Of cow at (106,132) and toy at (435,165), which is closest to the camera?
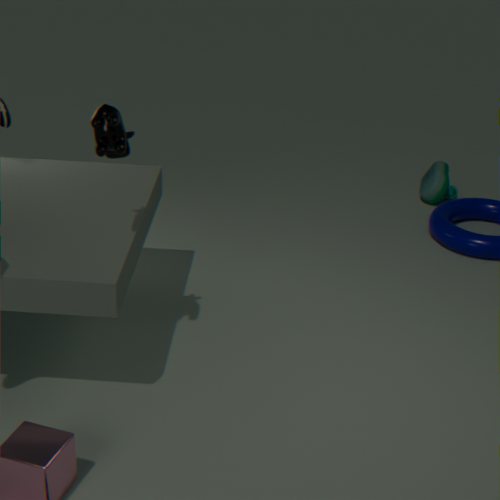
cow at (106,132)
